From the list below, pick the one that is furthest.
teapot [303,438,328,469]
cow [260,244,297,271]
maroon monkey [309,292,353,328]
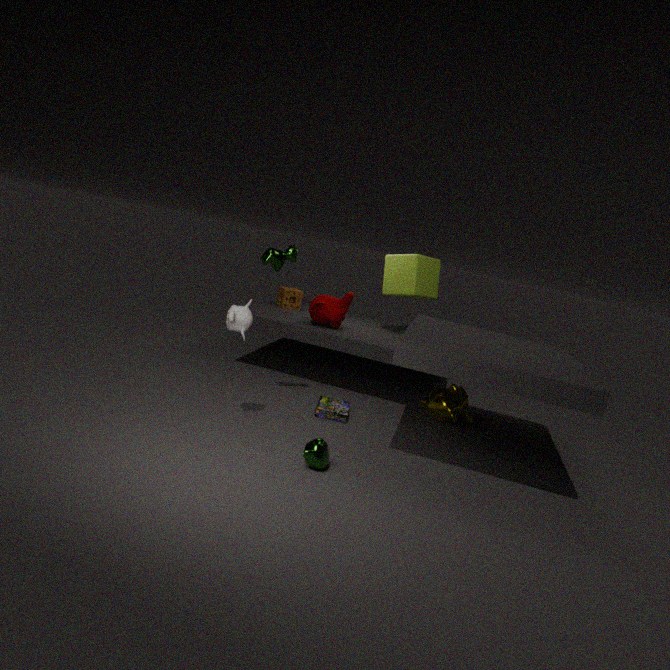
maroon monkey [309,292,353,328]
